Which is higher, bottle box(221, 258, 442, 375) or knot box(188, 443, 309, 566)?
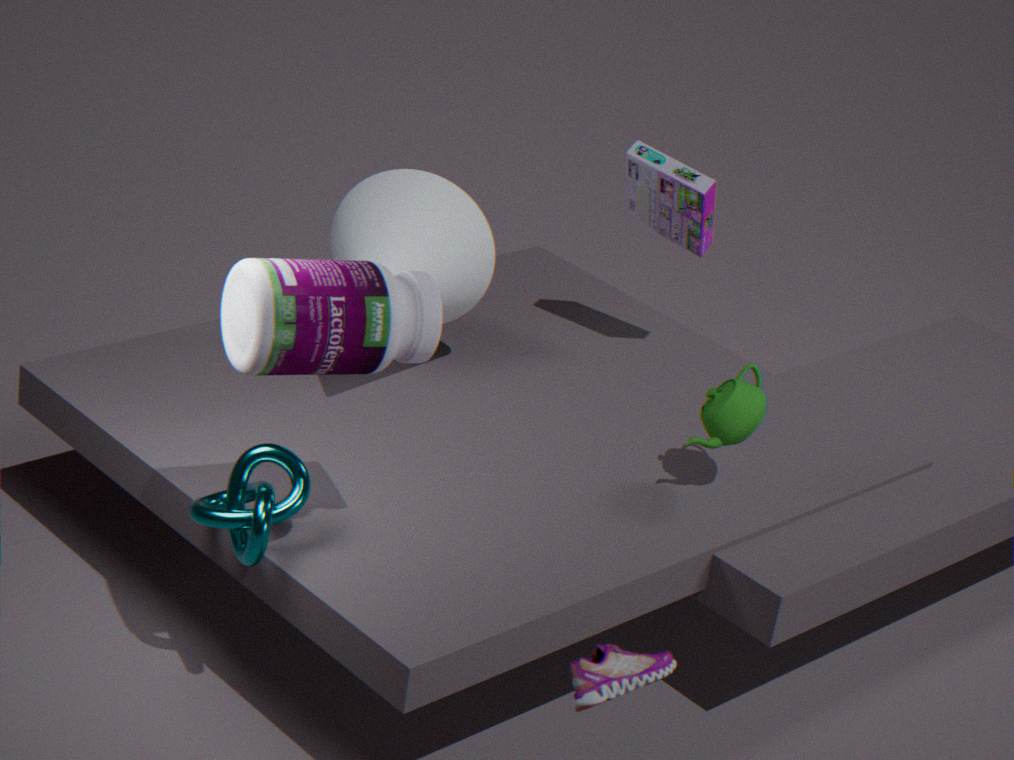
bottle box(221, 258, 442, 375)
